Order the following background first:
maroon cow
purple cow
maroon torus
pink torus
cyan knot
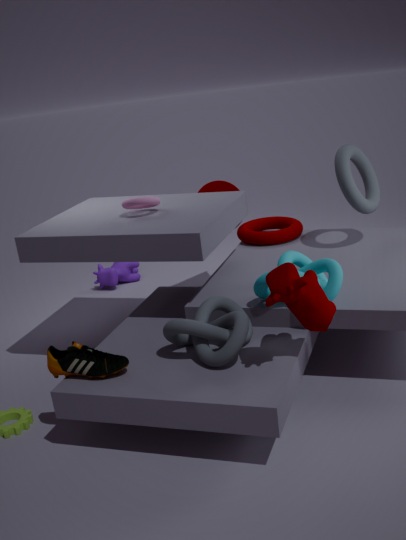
purple cow → maroon torus → pink torus → cyan knot → maroon cow
